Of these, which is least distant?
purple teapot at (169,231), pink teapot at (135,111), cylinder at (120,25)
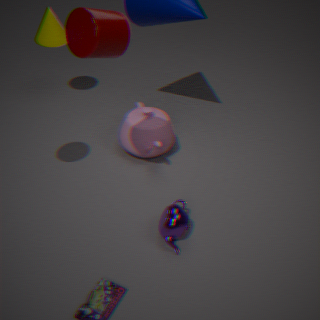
cylinder at (120,25)
